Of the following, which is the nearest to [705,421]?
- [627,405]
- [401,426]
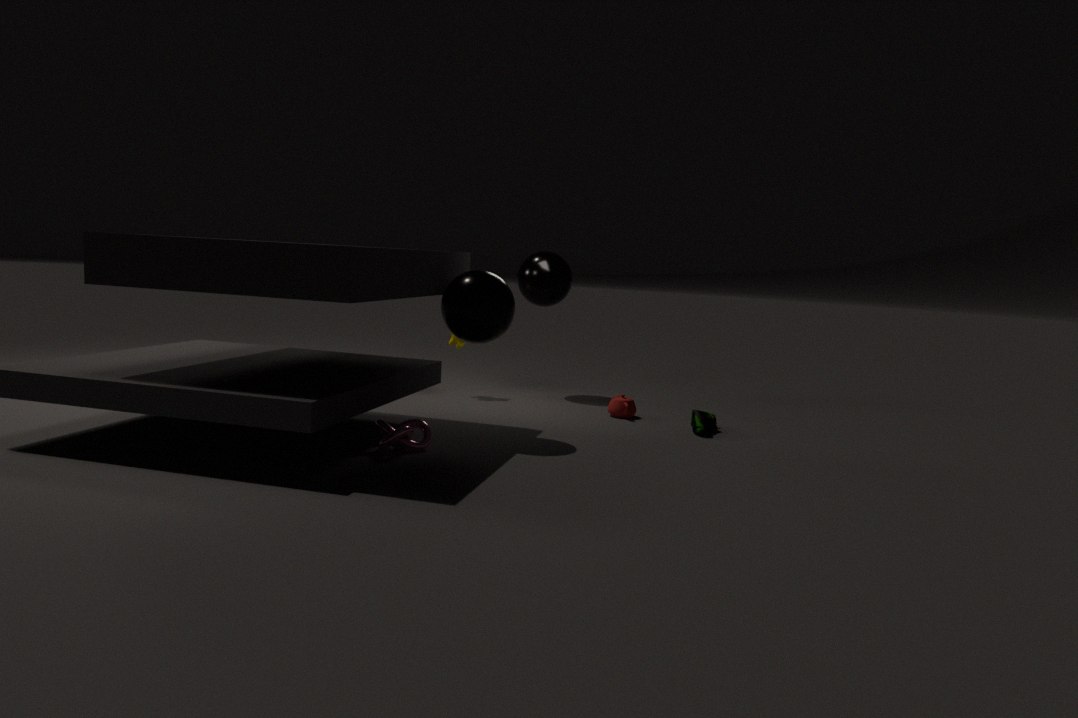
[627,405]
